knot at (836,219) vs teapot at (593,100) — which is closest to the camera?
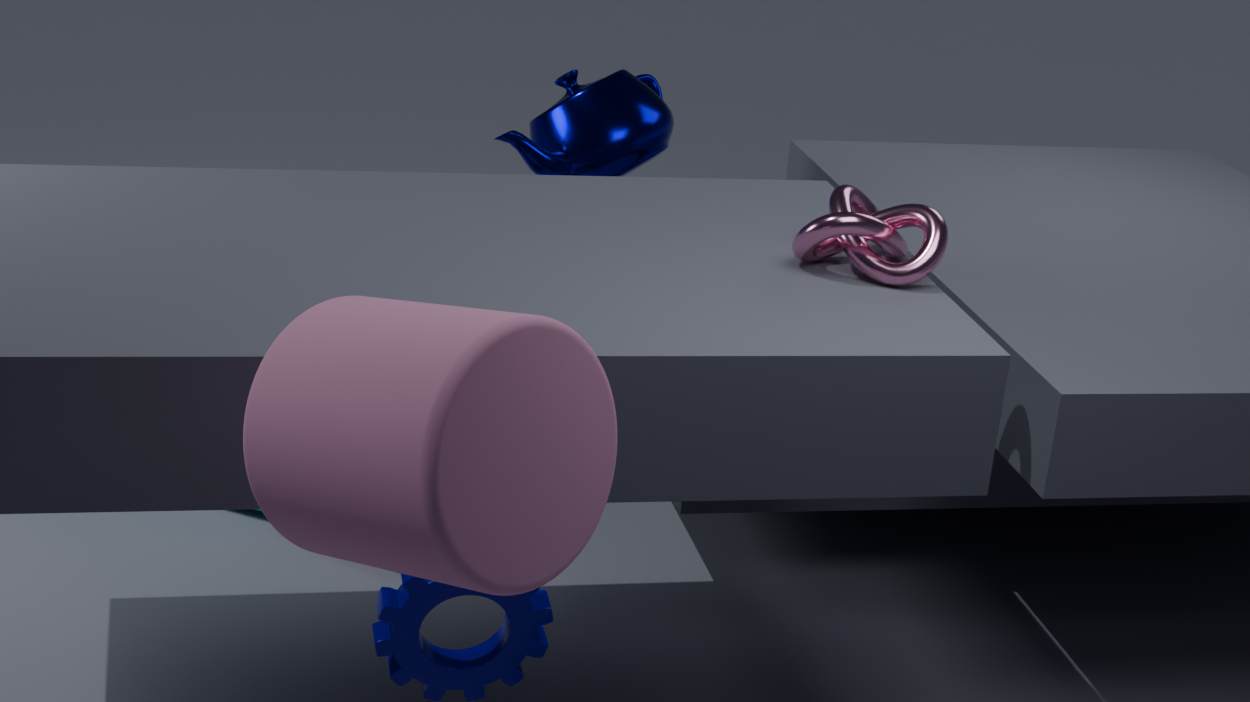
knot at (836,219)
